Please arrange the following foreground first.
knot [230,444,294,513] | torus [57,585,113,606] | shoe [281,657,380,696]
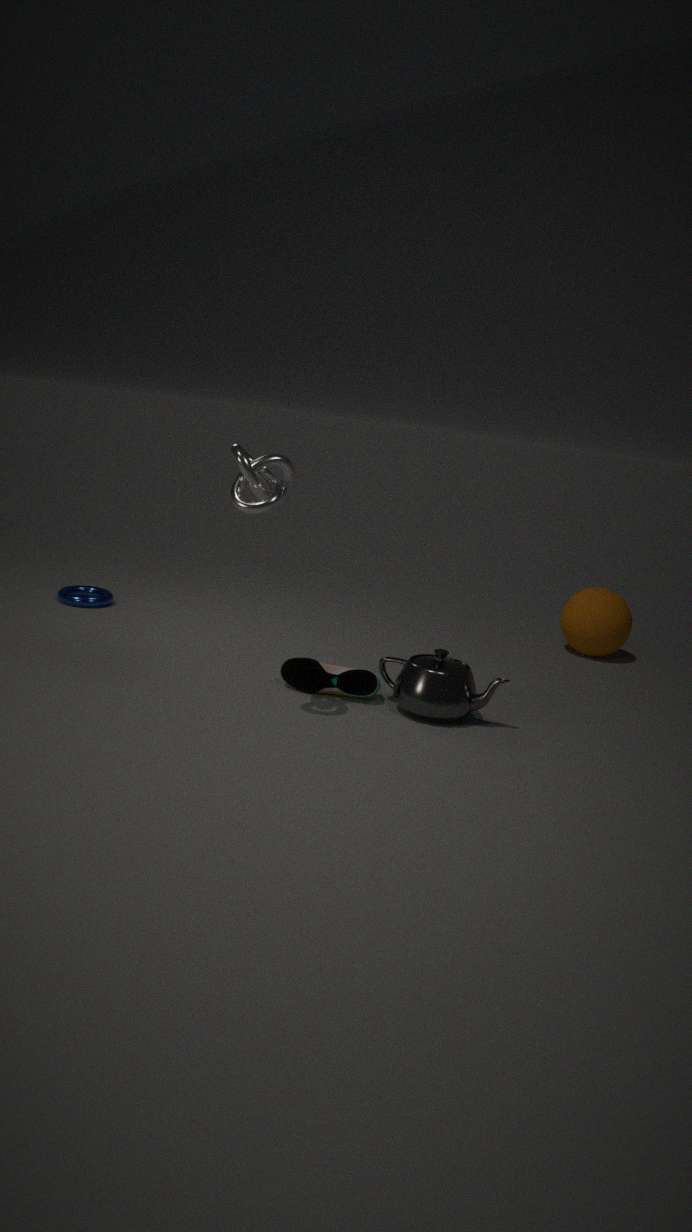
knot [230,444,294,513] < shoe [281,657,380,696] < torus [57,585,113,606]
